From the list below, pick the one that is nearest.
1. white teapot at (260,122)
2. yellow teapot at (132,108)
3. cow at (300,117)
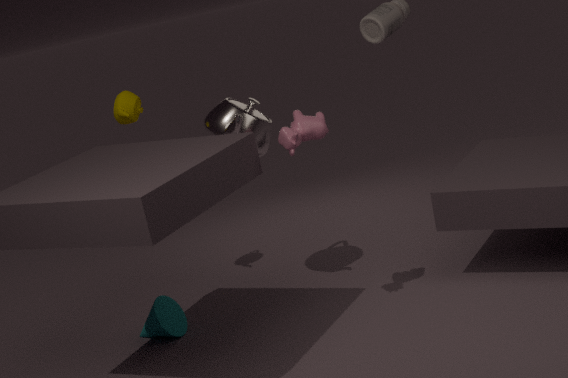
cow at (300,117)
